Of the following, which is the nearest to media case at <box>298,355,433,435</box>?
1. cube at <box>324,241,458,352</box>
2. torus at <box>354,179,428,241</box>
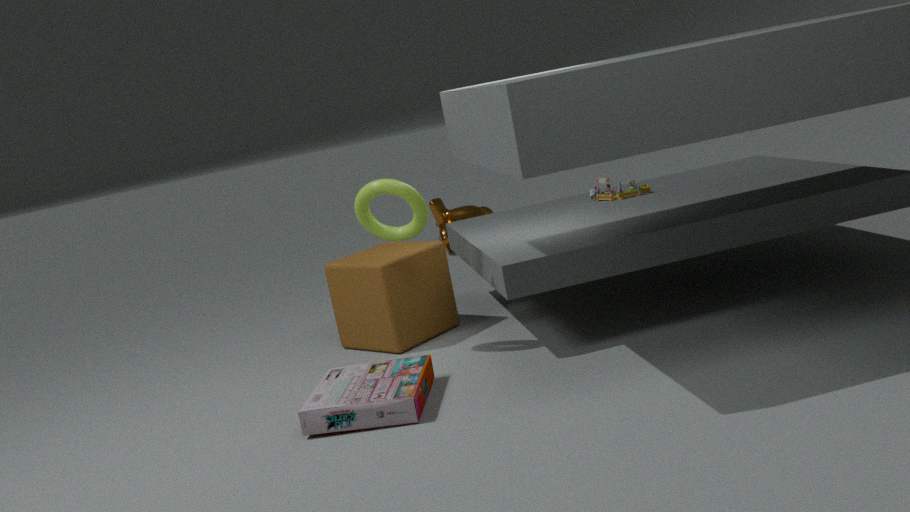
cube at <box>324,241,458,352</box>
